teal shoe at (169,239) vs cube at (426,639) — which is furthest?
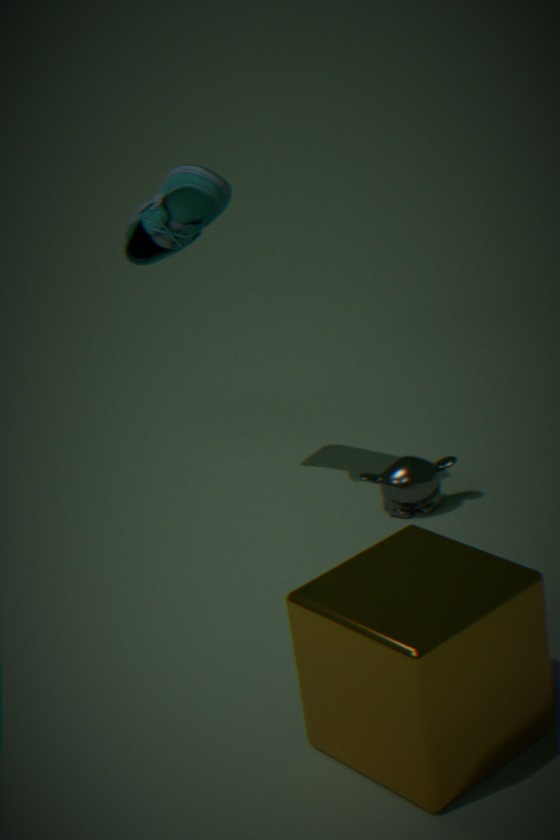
teal shoe at (169,239)
